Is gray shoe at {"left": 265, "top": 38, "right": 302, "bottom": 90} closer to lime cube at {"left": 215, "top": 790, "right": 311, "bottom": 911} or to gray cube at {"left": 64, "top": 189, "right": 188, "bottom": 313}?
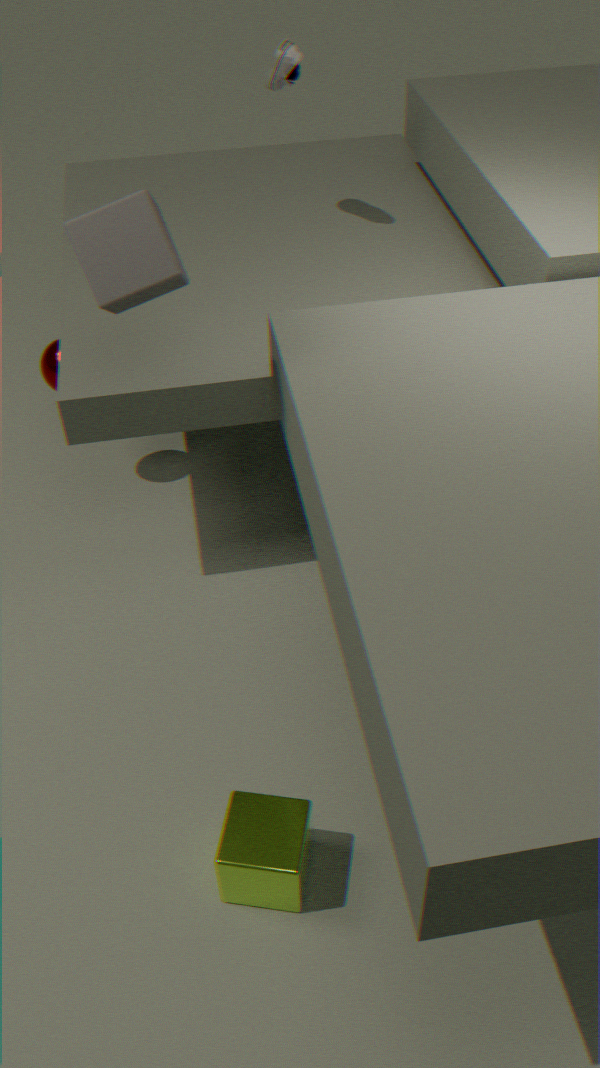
gray cube at {"left": 64, "top": 189, "right": 188, "bottom": 313}
